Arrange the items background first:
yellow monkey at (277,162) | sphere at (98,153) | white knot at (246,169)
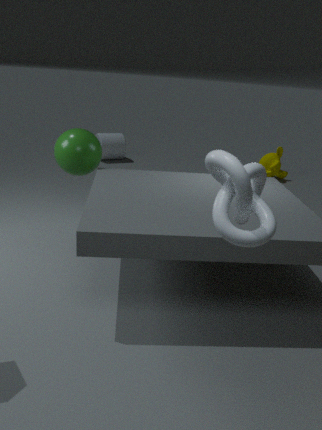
yellow monkey at (277,162), sphere at (98,153), white knot at (246,169)
